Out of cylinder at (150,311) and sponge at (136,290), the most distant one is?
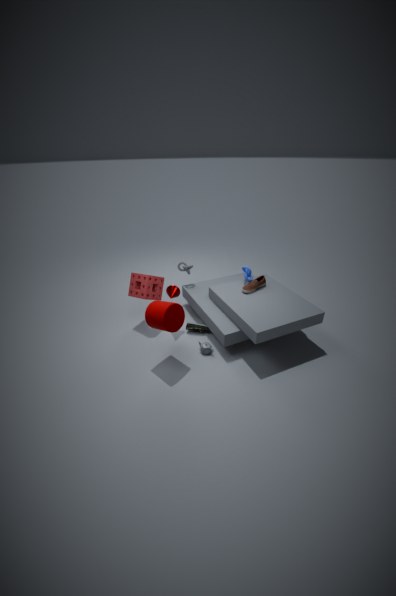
sponge at (136,290)
